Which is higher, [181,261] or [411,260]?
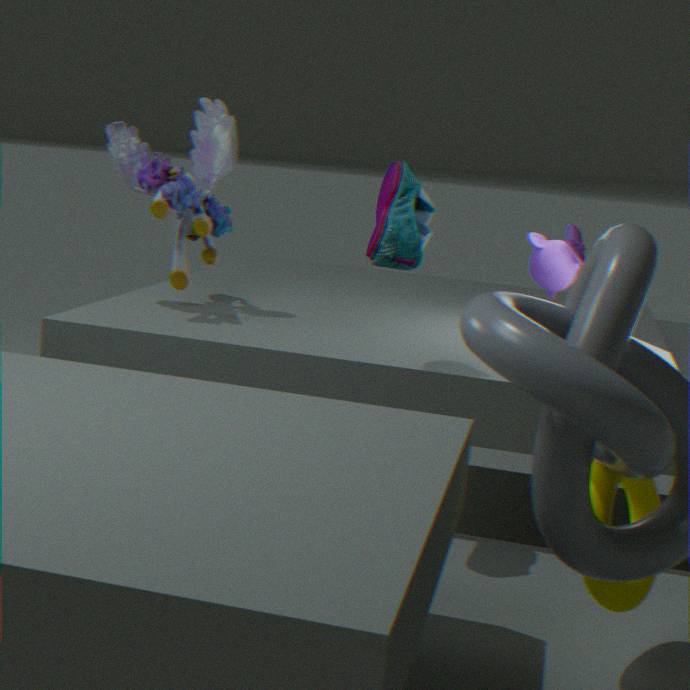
[411,260]
